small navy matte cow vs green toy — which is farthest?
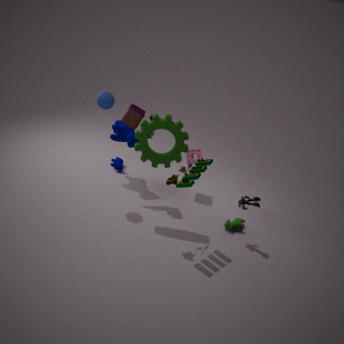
small navy matte cow
